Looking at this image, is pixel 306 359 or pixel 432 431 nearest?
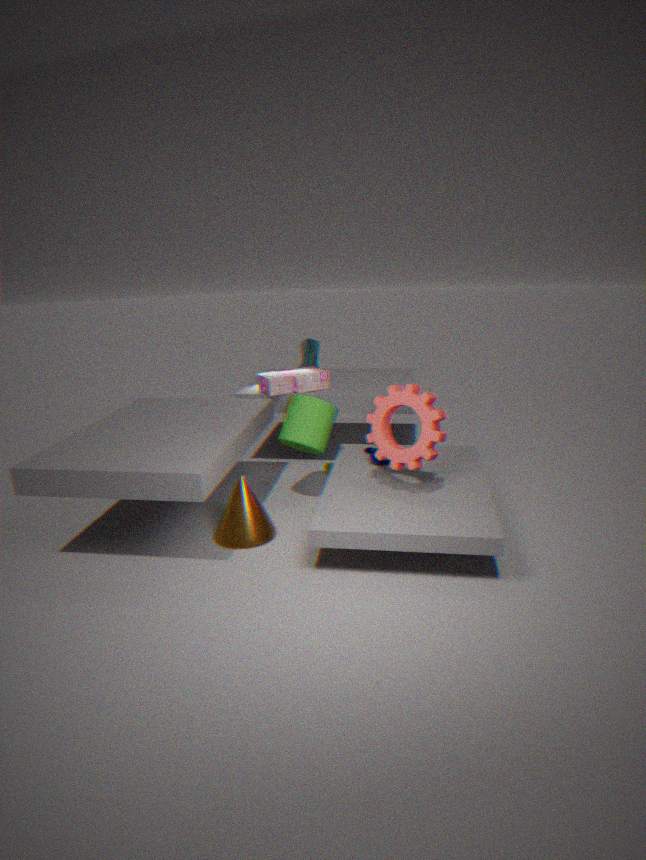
pixel 432 431
